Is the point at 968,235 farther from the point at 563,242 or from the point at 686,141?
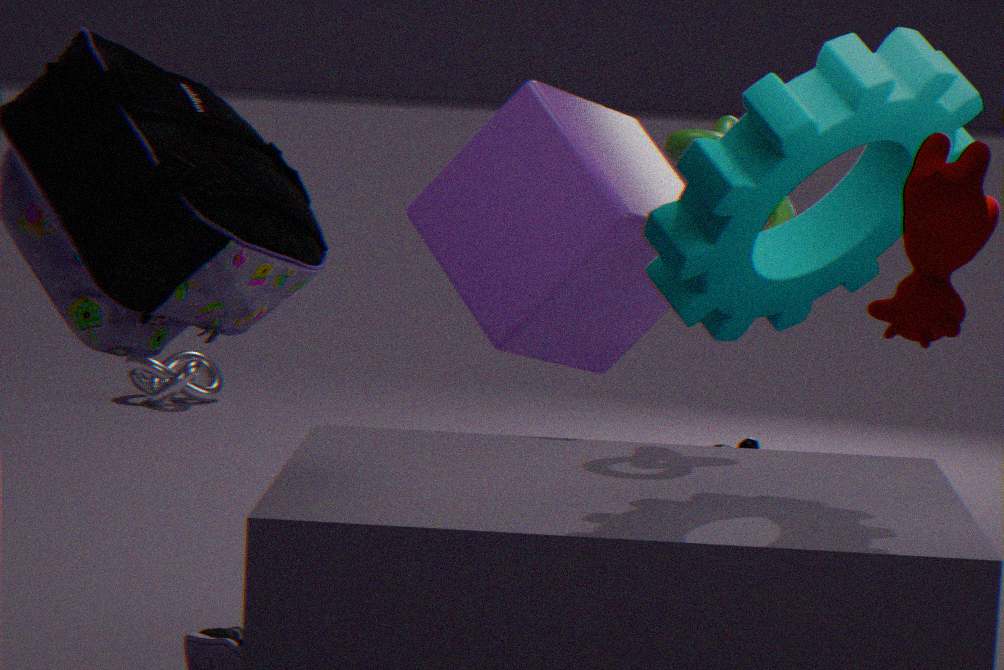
the point at 563,242
